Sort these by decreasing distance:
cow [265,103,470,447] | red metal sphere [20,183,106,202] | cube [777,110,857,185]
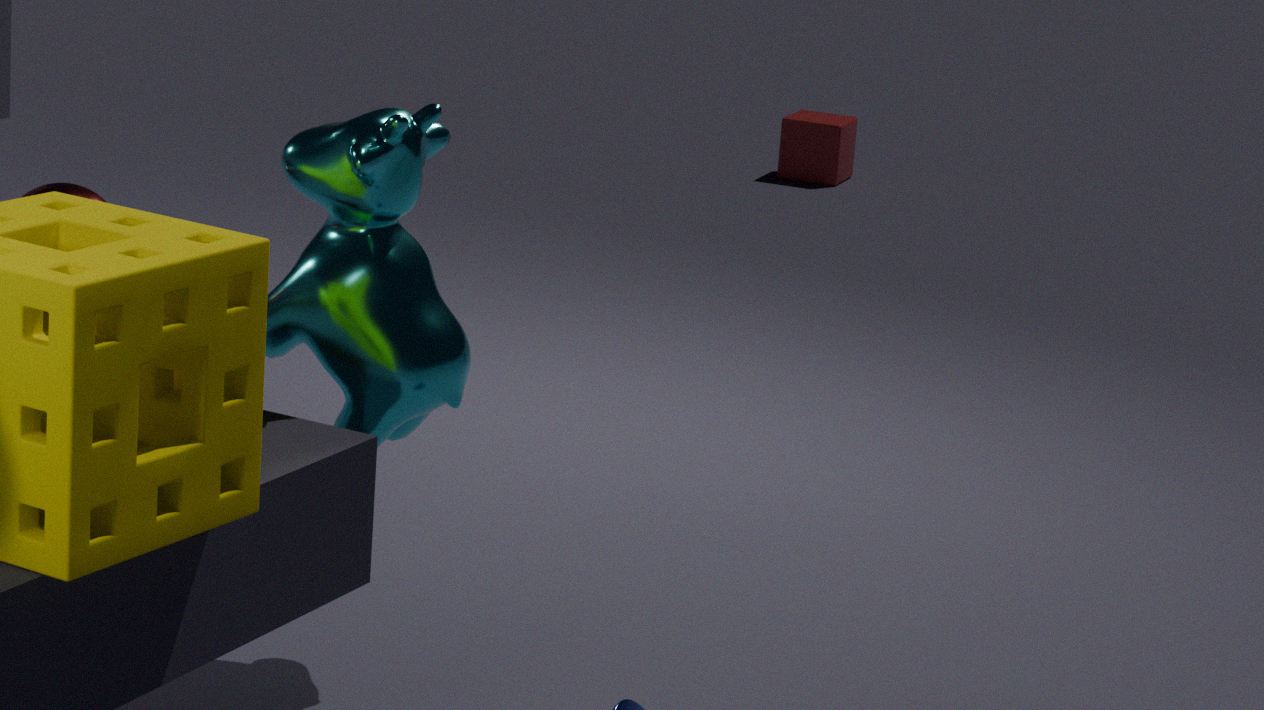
cube [777,110,857,185] < red metal sphere [20,183,106,202] < cow [265,103,470,447]
